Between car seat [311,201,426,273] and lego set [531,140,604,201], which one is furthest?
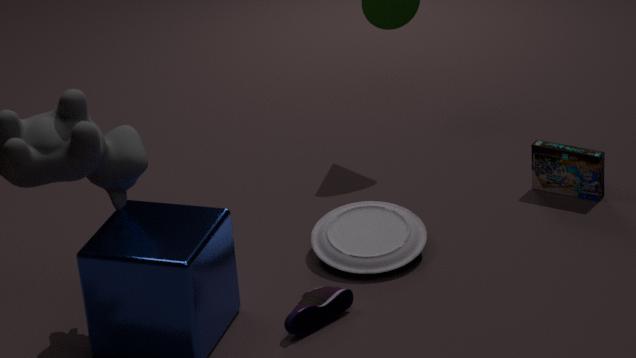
lego set [531,140,604,201]
